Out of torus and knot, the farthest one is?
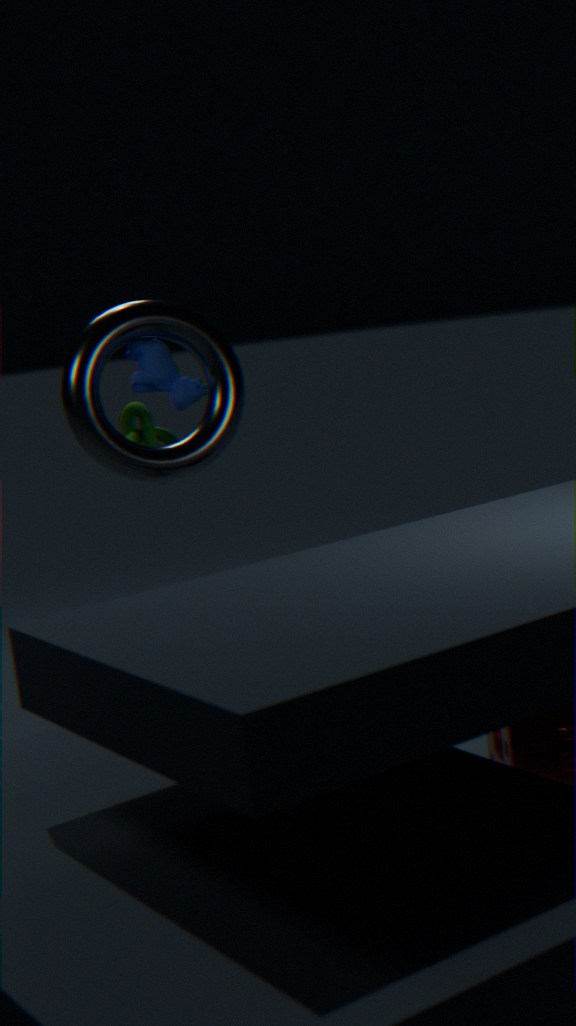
knot
